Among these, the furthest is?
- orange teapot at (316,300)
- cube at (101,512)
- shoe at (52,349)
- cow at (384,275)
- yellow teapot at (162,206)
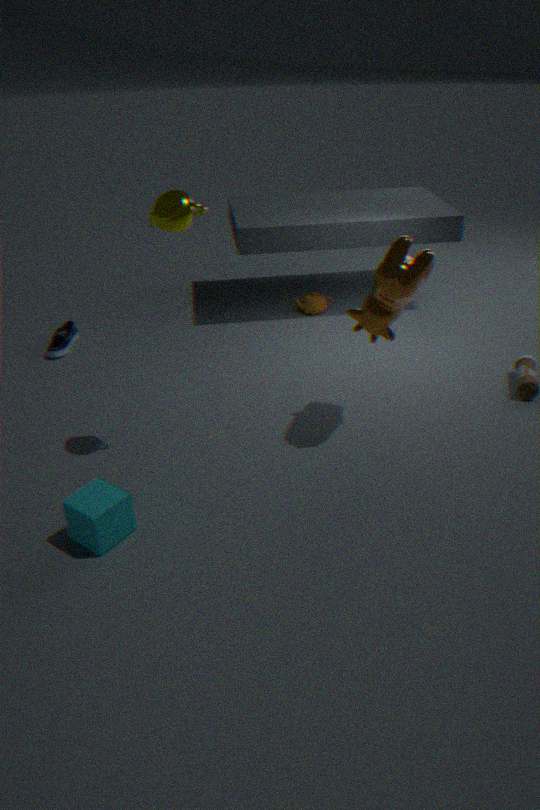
orange teapot at (316,300)
